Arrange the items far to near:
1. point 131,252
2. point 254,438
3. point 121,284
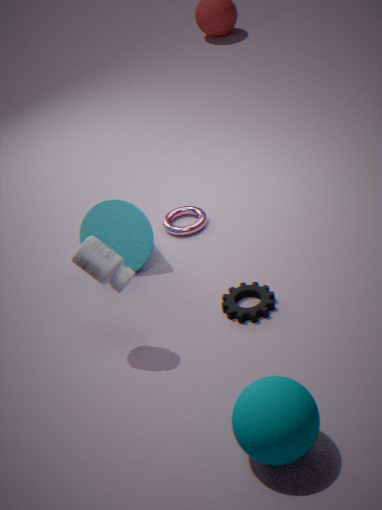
1. point 131,252
2. point 121,284
3. point 254,438
